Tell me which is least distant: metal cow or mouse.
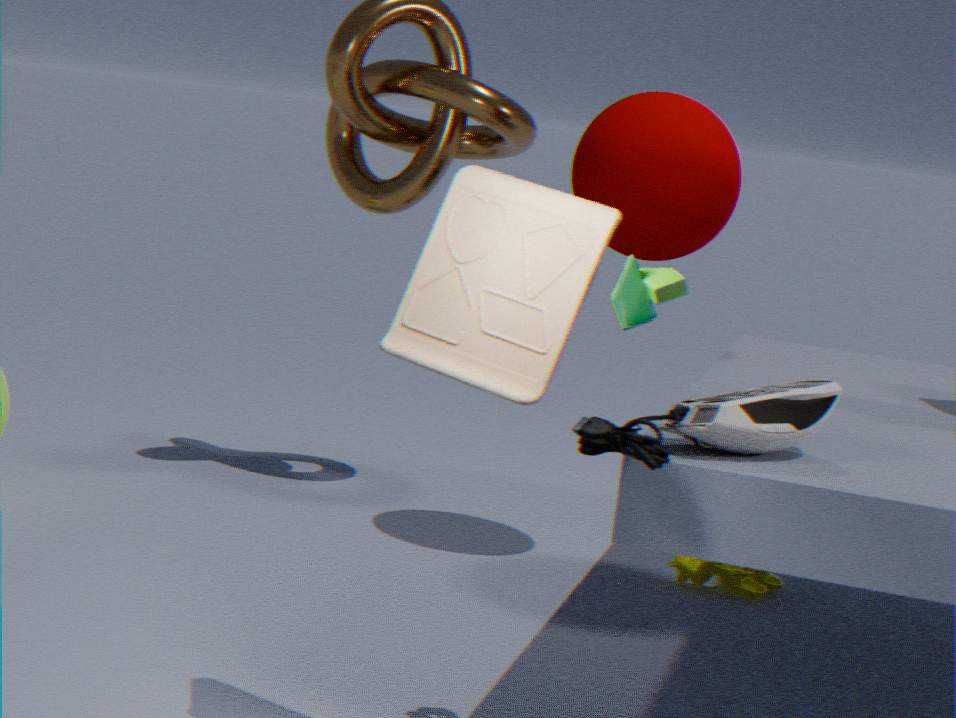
mouse
